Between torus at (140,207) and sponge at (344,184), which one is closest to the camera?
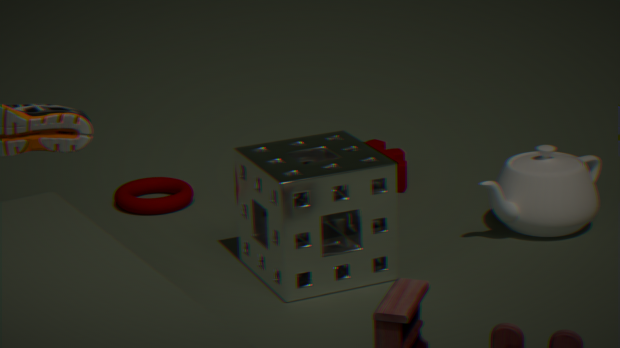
sponge at (344,184)
